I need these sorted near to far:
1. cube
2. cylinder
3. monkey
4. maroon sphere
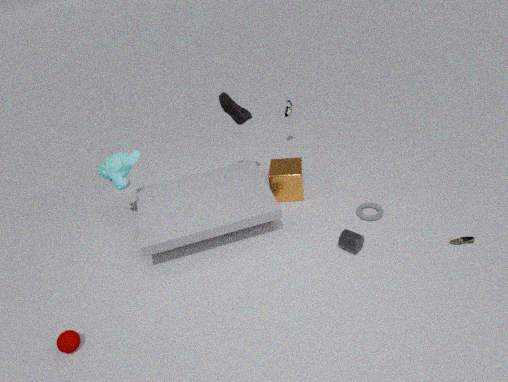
1. maroon sphere
2. cylinder
3. monkey
4. cube
